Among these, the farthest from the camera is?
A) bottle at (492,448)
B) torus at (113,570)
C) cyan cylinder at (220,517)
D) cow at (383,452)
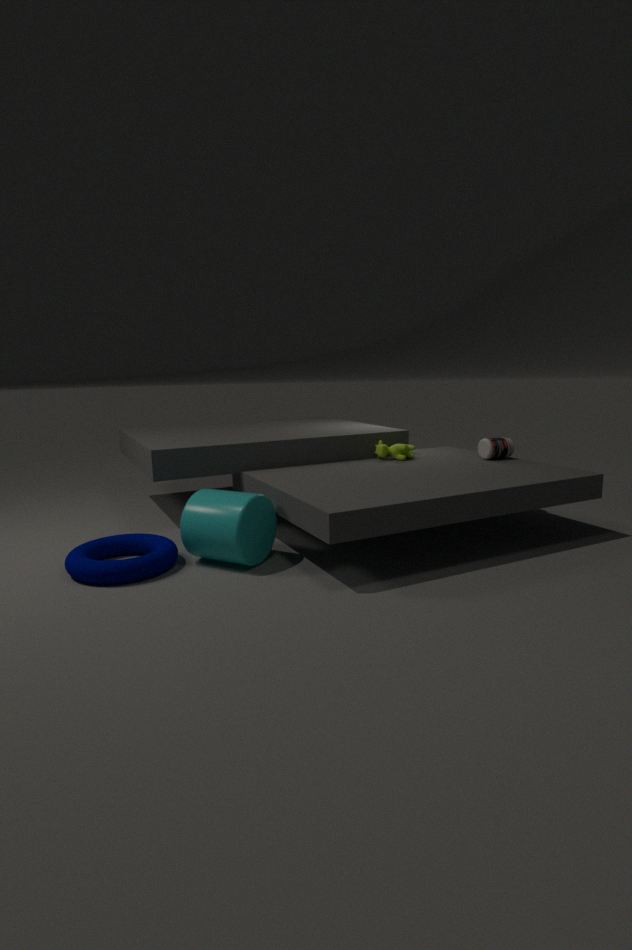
cow at (383,452)
